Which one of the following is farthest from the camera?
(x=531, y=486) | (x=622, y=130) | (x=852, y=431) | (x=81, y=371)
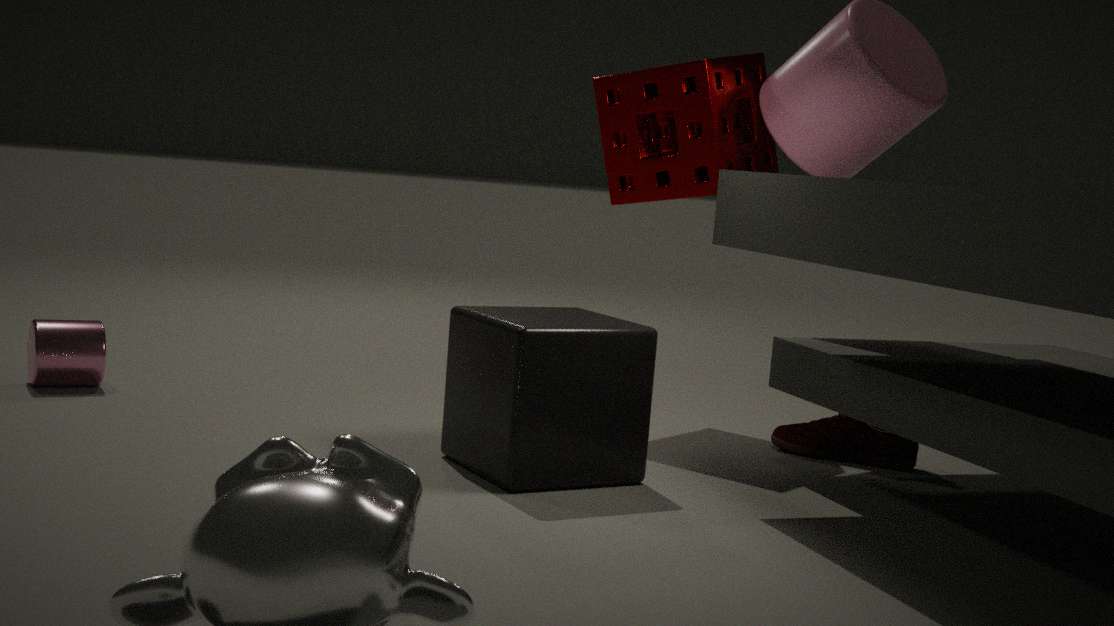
(x=622, y=130)
